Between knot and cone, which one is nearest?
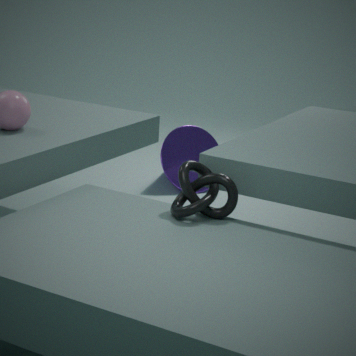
knot
